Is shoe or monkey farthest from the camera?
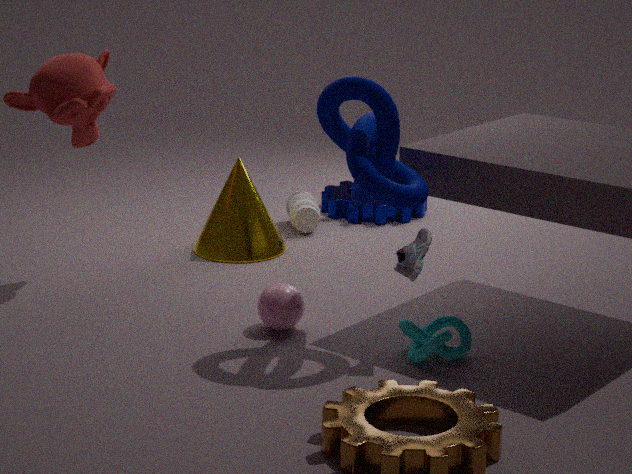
monkey
